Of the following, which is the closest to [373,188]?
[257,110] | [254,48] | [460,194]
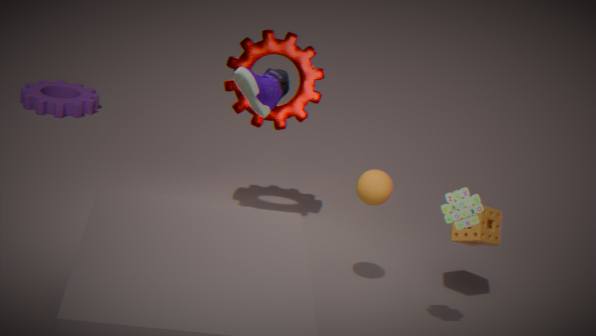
[460,194]
